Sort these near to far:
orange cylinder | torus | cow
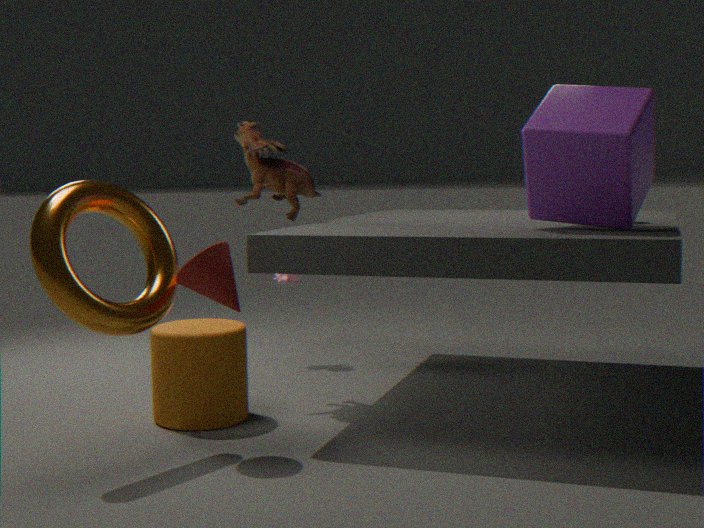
torus < orange cylinder < cow
